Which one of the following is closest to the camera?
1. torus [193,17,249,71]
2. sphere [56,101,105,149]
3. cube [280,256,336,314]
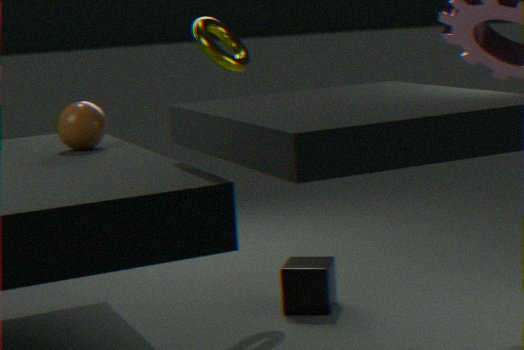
sphere [56,101,105,149]
